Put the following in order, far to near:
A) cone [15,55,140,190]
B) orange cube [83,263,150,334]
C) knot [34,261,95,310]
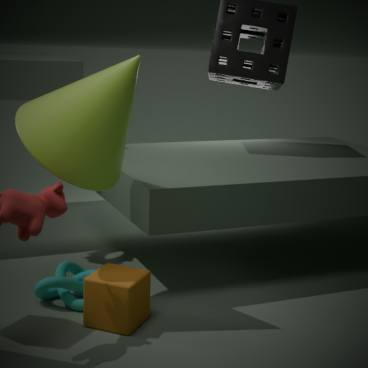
knot [34,261,95,310], orange cube [83,263,150,334], cone [15,55,140,190]
